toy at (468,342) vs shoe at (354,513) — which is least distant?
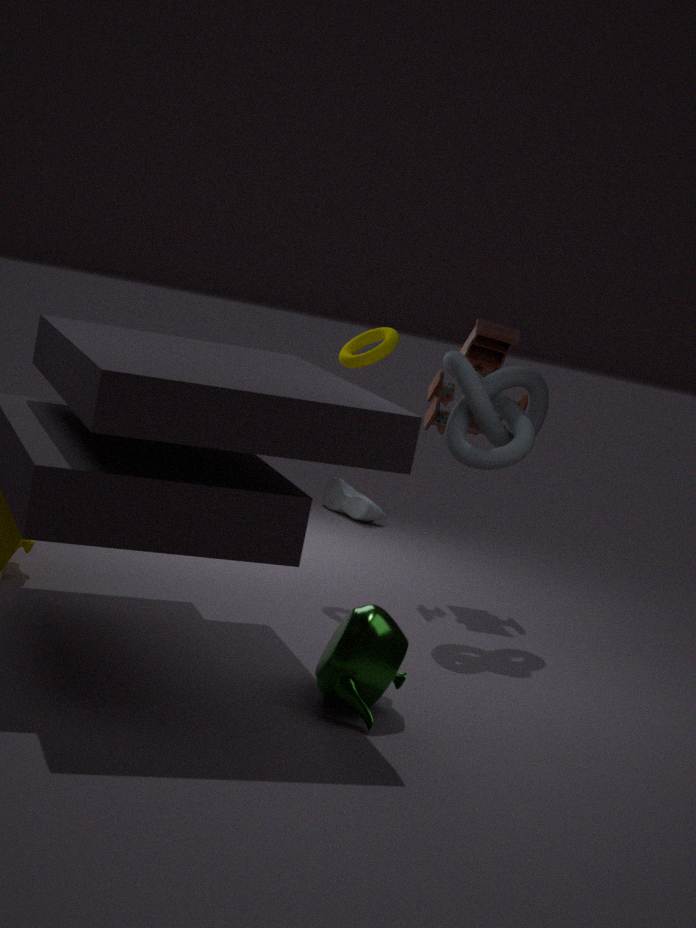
toy at (468,342)
